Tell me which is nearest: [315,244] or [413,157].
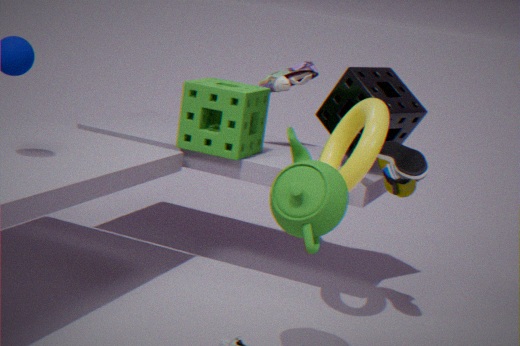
[315,244]
